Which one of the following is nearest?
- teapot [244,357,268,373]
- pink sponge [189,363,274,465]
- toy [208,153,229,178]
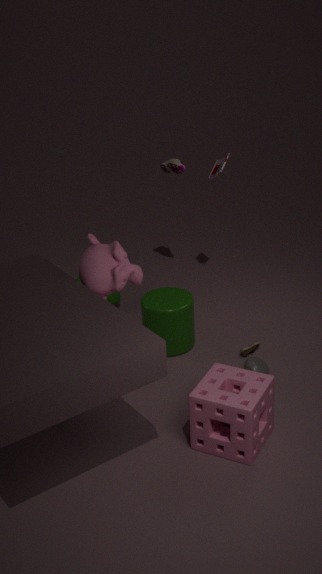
pink sponge [189,363,274,465]
